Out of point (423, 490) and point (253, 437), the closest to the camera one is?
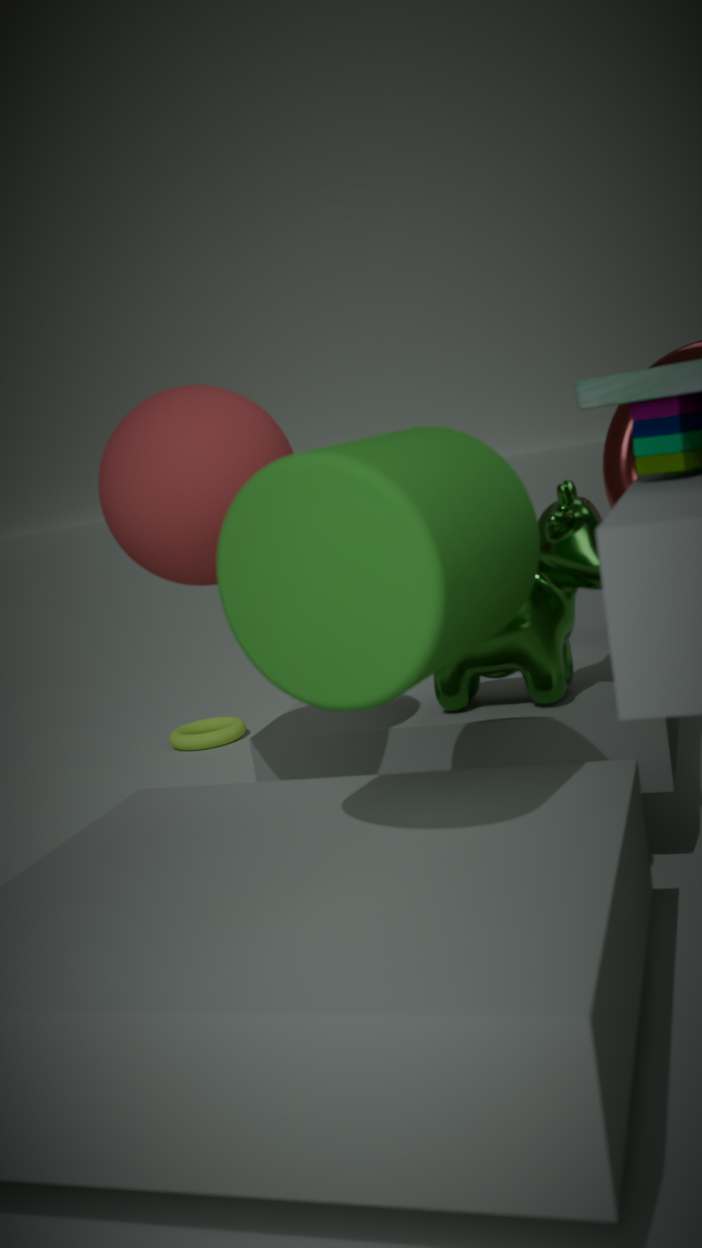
point (423, 490)
